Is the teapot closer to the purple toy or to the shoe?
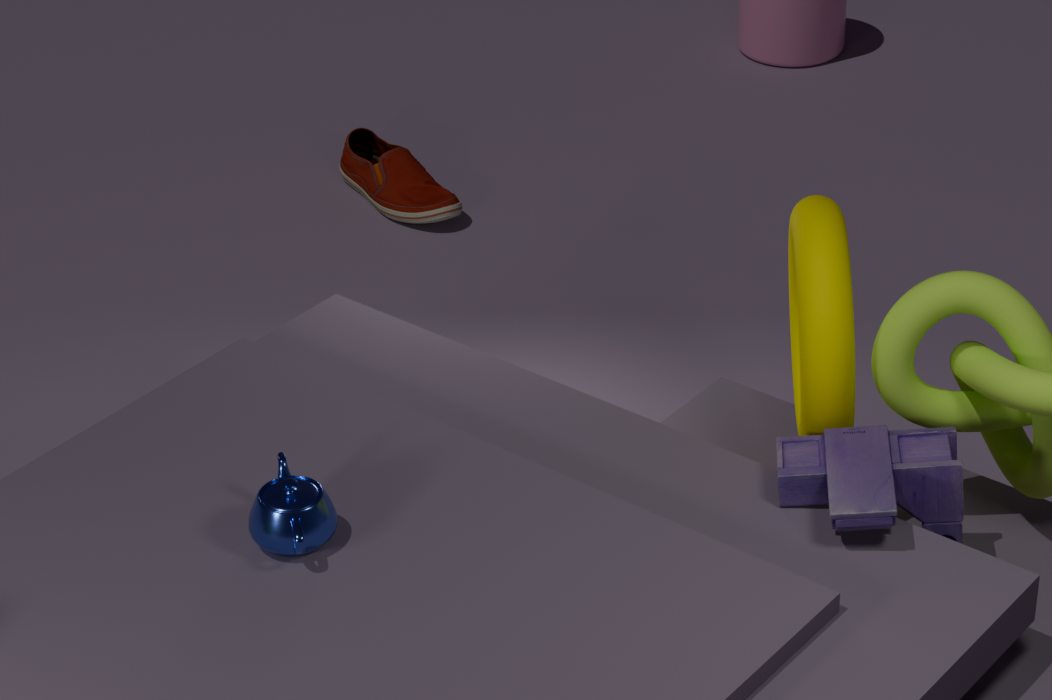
the purple toy
